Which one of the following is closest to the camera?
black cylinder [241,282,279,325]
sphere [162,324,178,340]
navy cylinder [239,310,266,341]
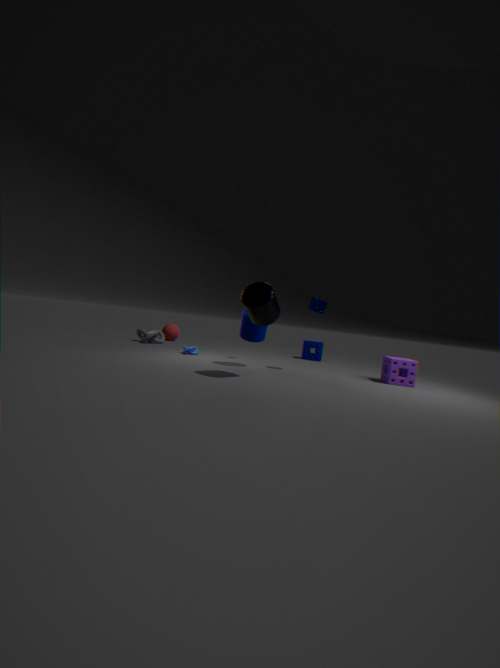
black cylinder [241,282,279,325]
